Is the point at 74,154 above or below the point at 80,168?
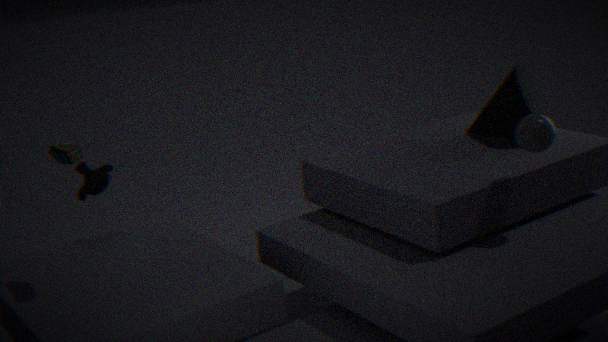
above
